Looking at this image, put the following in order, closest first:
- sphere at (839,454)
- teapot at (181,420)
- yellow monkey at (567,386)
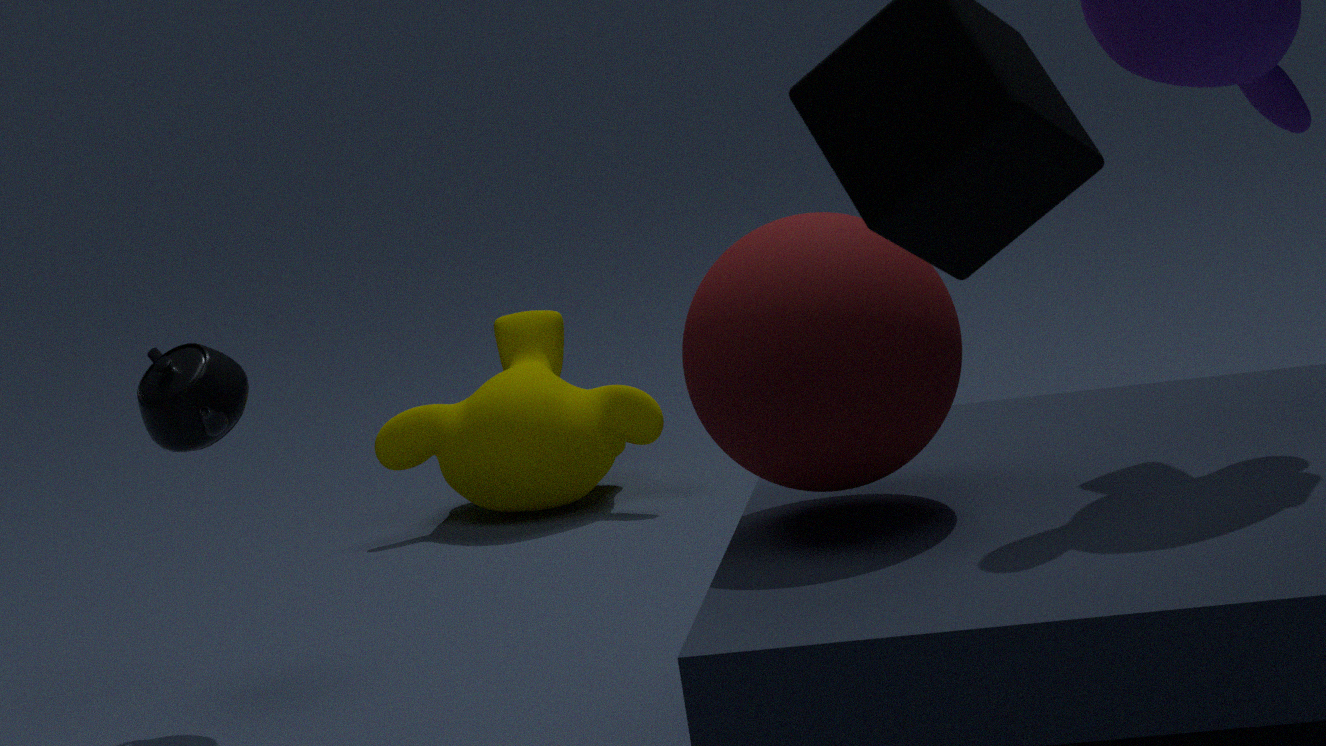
sphere at (839,454) → teapot at (181,420) → yellow monkey at (567,386)
